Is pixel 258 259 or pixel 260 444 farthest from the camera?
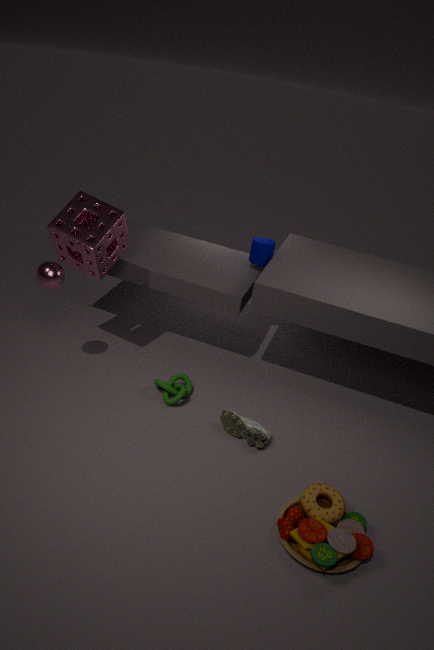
pixel 258 259
